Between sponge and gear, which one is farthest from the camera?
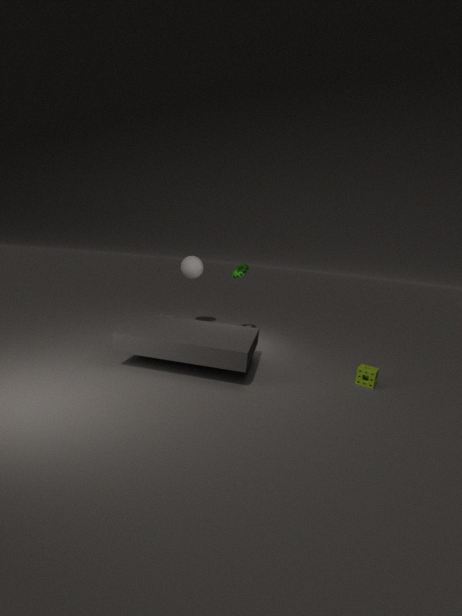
gear
